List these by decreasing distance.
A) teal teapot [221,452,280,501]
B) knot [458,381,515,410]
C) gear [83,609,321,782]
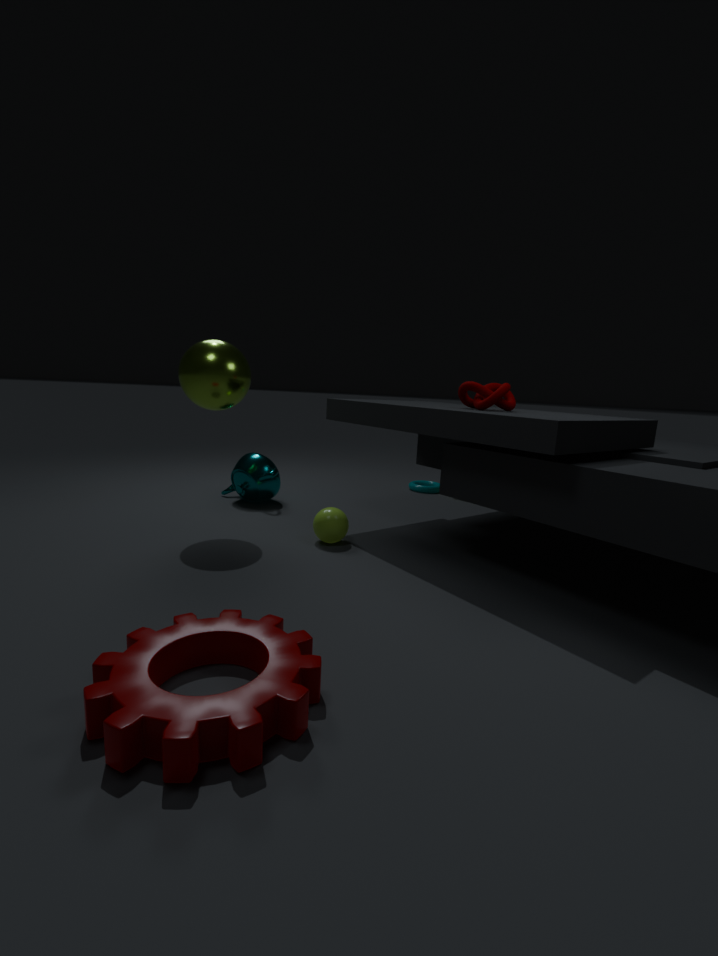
teal teapot [221,452,280,501] < knot [458,381,515,410] < gear [83,609,321,782]
